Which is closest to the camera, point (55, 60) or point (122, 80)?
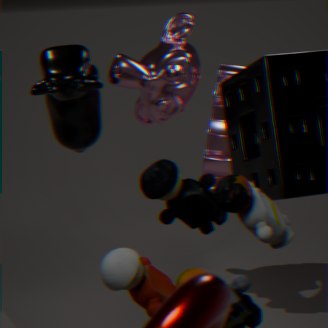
point (55, 60)
